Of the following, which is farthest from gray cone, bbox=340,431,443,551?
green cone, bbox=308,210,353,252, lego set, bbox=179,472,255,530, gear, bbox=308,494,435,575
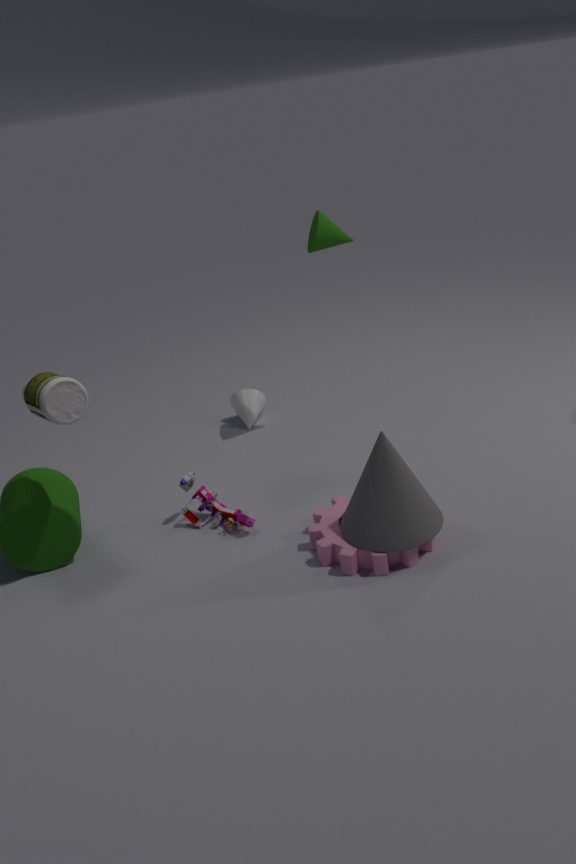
green cone, bbox=308,210,353,252
